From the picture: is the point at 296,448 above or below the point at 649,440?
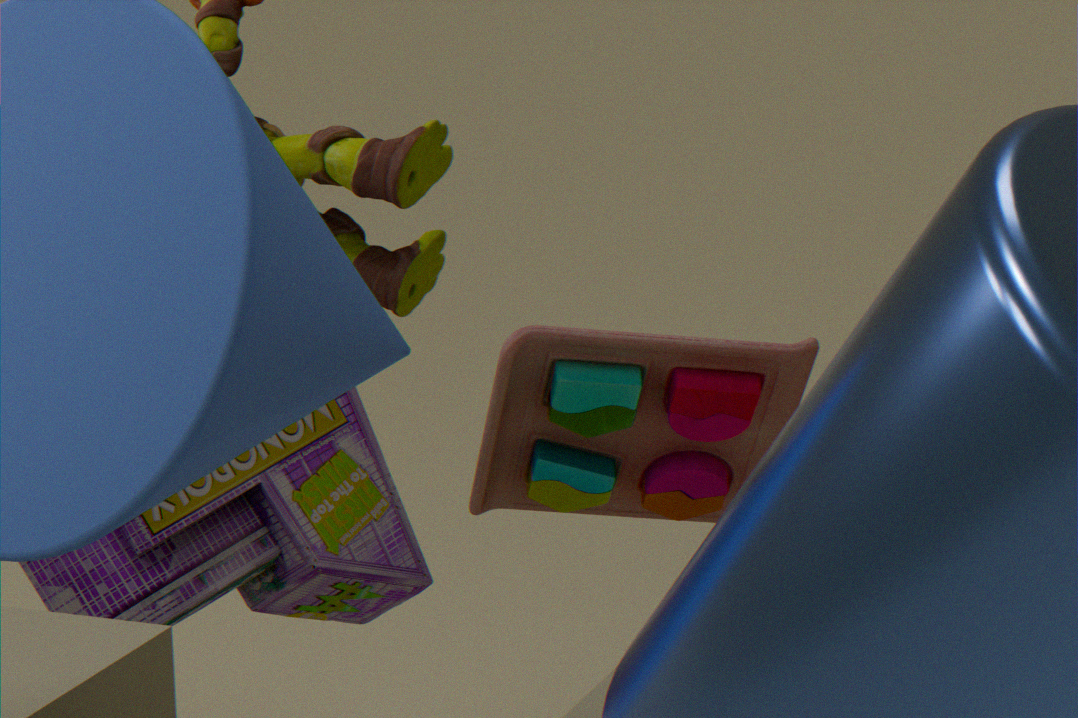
above
